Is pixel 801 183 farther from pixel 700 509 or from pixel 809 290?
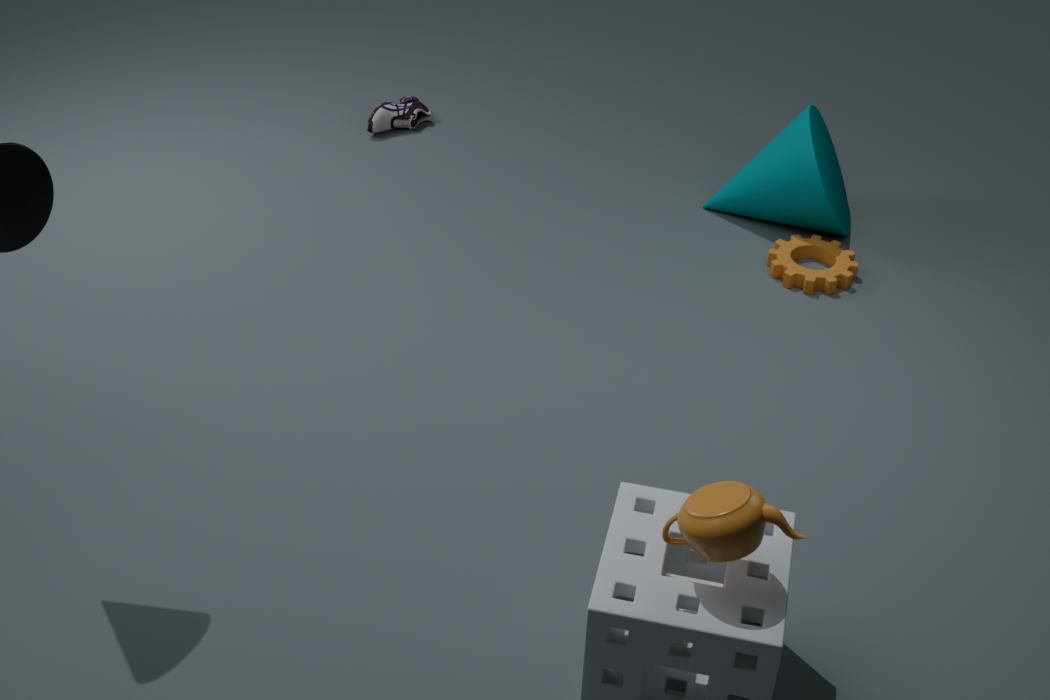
pixel 700 509
